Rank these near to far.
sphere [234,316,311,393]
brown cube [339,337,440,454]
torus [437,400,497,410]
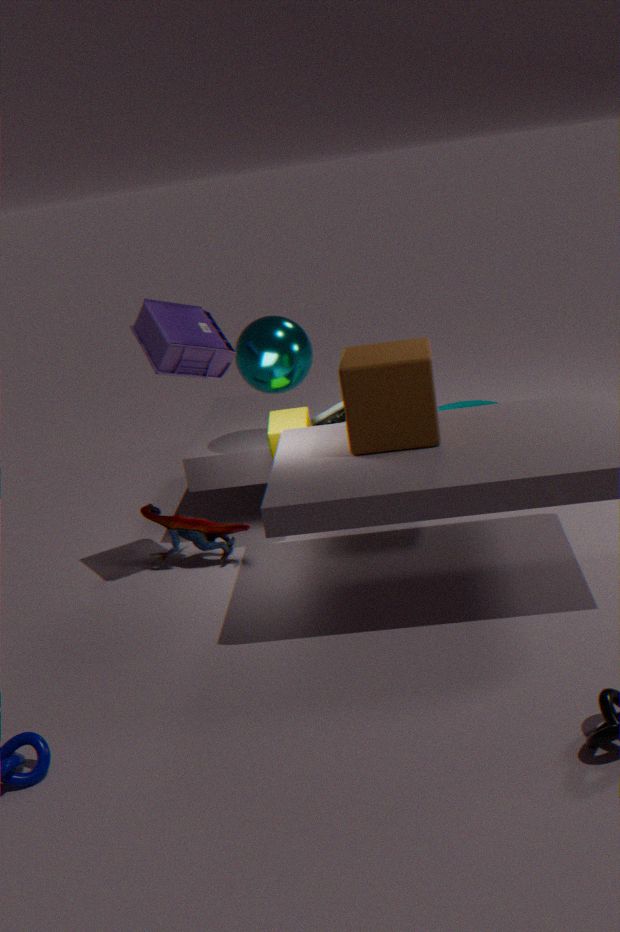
brown cube [339,337,440,454]
sphere [234,316,311,393]
torus [437,400,497,410]
